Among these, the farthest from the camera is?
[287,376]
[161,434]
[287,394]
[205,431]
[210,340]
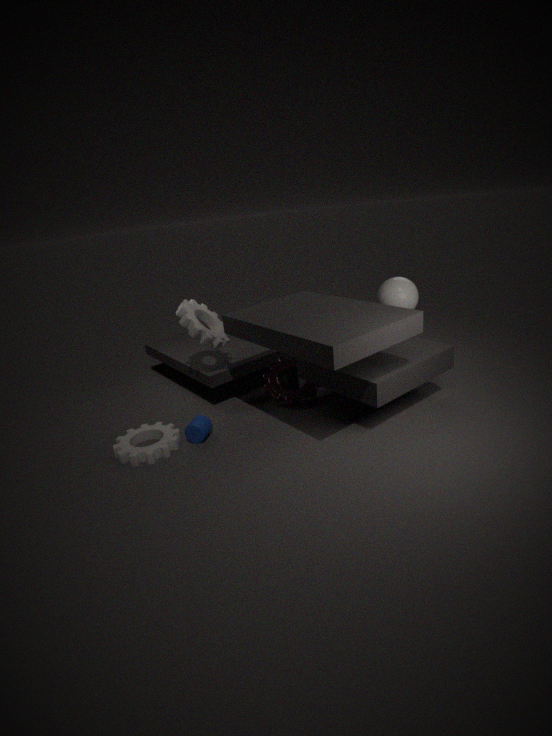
[287,376]
